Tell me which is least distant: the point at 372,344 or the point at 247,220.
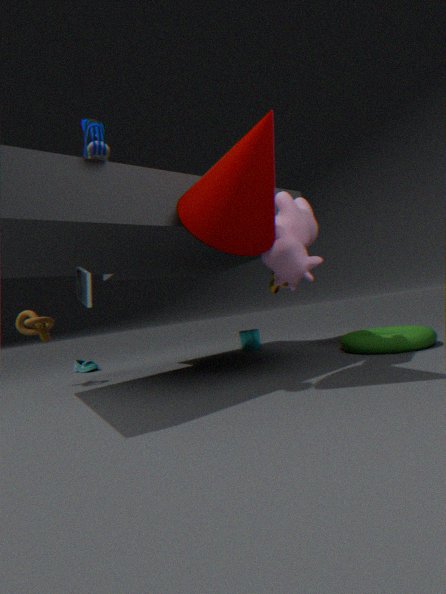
the point at 247,220
